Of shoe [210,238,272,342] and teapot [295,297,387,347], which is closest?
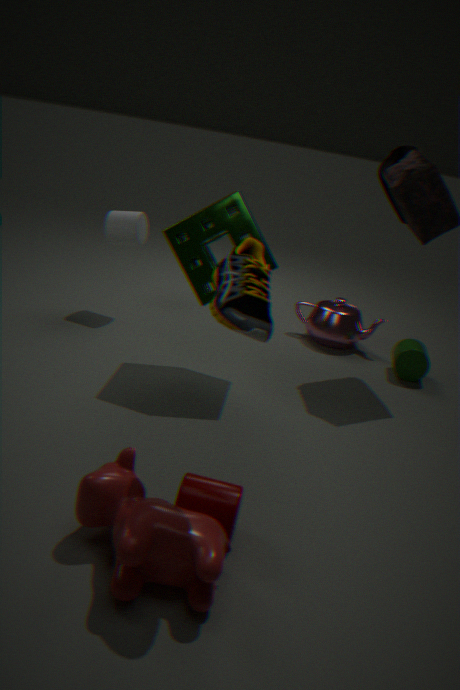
shoe [210,238,272,342]
